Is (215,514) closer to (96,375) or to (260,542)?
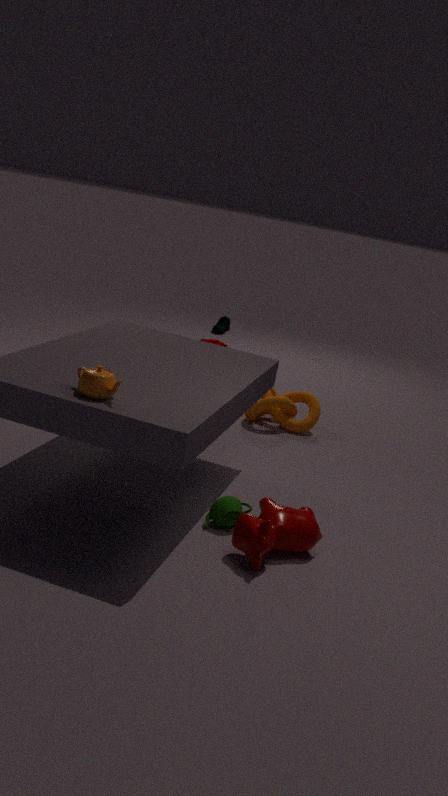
(260,542)
